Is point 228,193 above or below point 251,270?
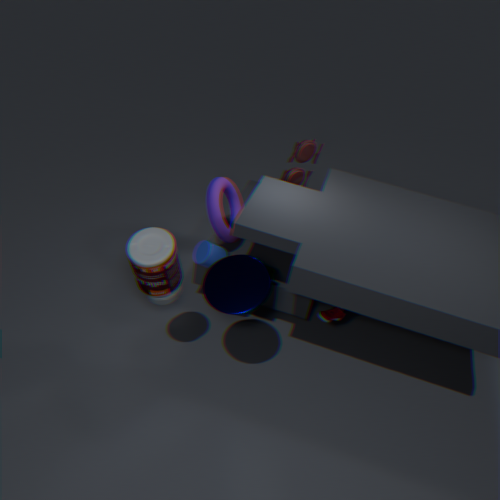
below
